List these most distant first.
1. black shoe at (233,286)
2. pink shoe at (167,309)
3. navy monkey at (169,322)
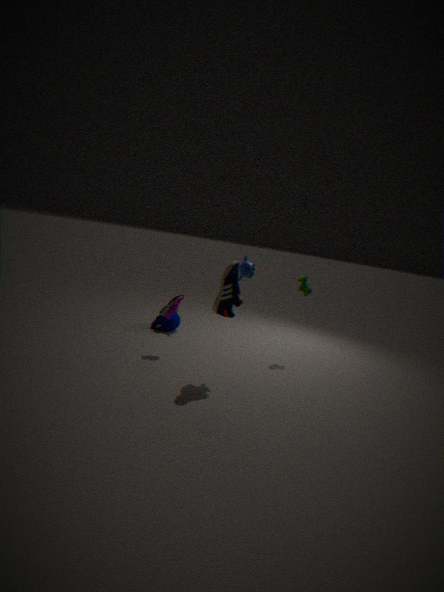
navy monkey at (169,322), pink shoe at (167,309), black shoe at (233,286)
